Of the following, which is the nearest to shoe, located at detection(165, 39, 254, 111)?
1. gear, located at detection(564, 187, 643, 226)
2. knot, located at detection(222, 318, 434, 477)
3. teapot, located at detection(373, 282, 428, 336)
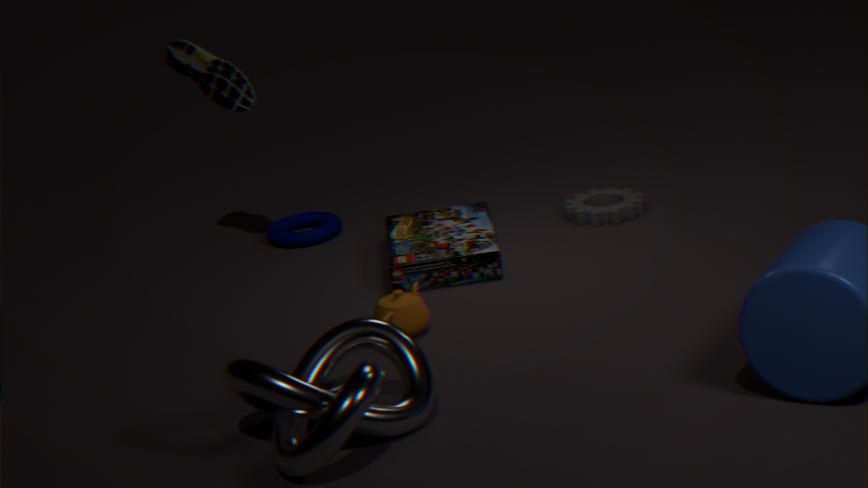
teapot, located at detection(373, 282, 428, 336)
